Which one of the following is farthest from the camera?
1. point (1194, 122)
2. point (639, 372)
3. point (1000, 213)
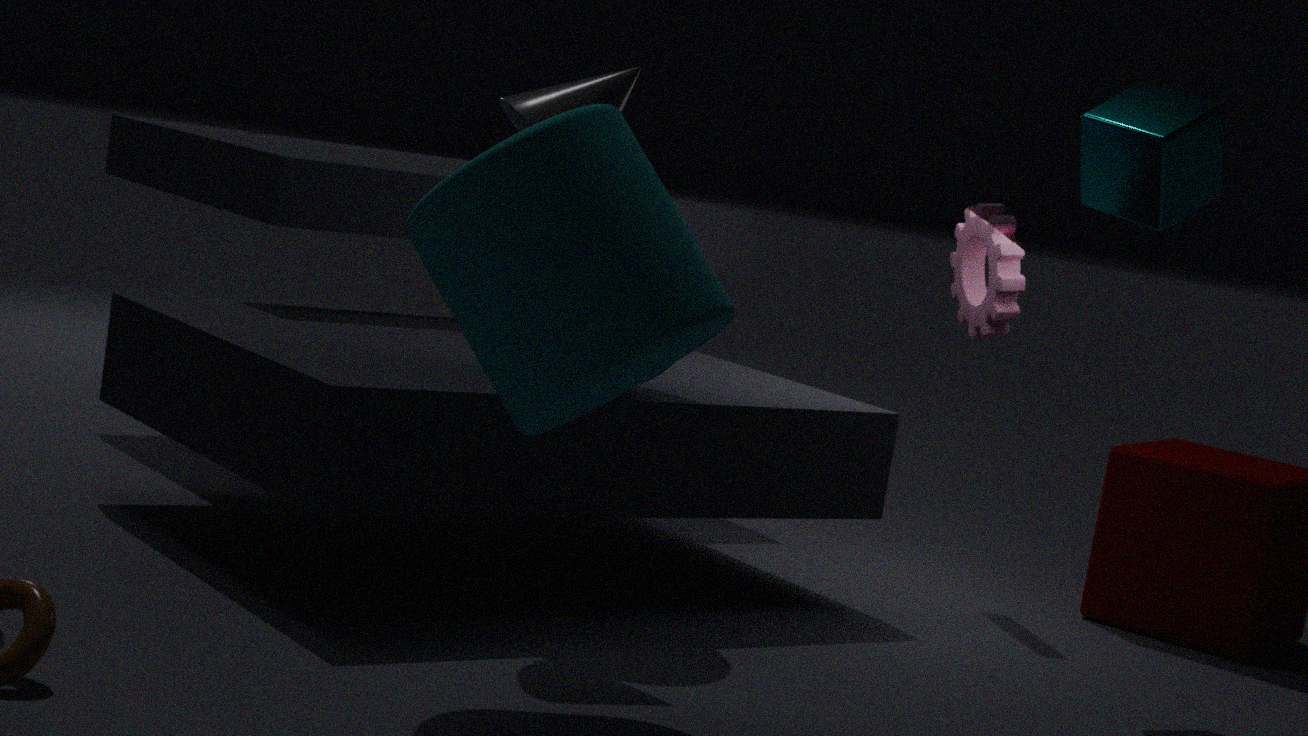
point (1000, 213)
